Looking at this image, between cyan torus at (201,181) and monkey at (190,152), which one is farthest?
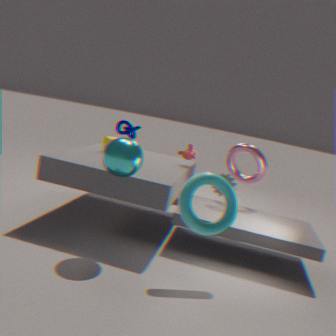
monkey at (190,152)
